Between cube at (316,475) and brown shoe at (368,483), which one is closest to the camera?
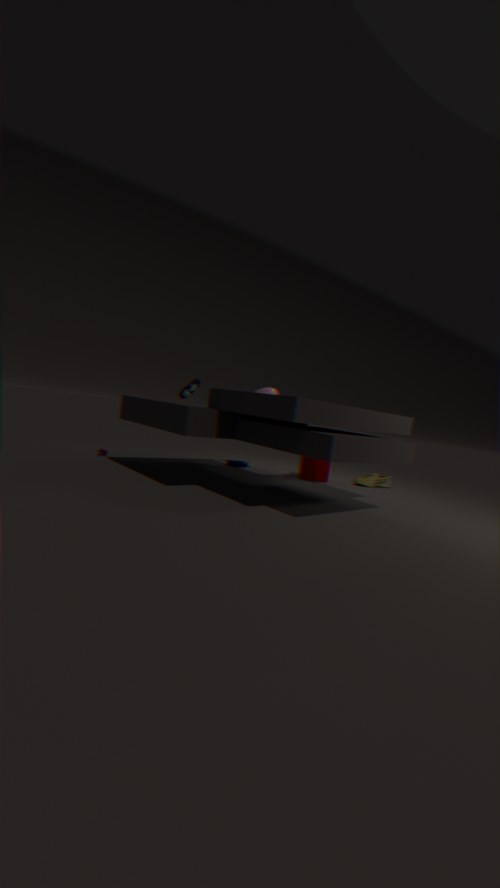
cube at (316,475)
